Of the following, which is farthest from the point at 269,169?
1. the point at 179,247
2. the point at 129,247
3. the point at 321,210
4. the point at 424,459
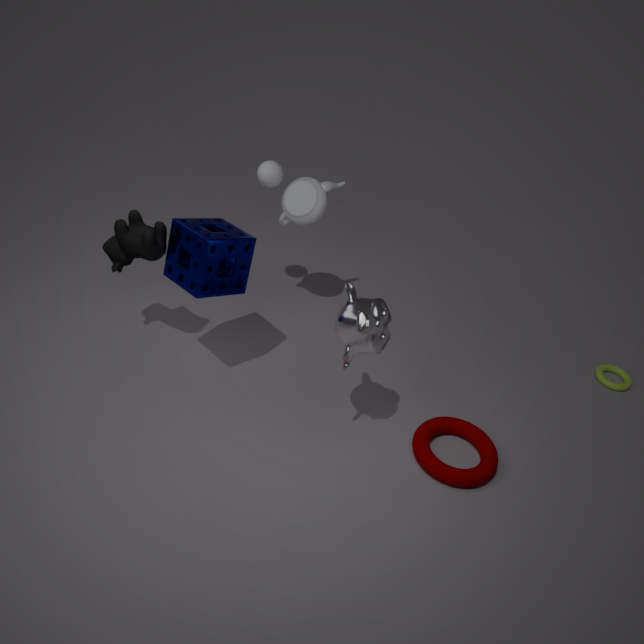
the point at 424,459
